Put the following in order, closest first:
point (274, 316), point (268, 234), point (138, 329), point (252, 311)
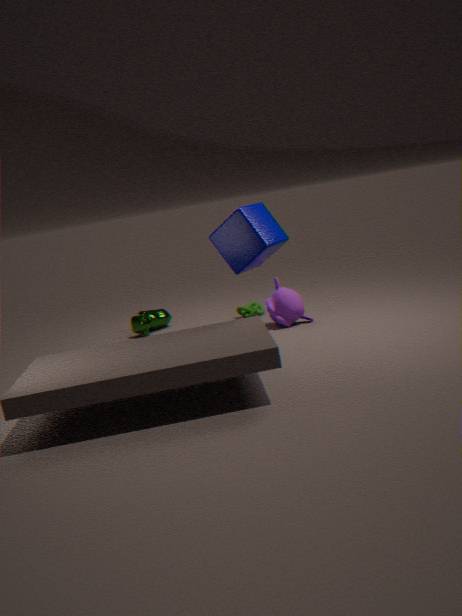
point (268, 234) < point (274, 316) < point (252, 311) < point (138, 329)
